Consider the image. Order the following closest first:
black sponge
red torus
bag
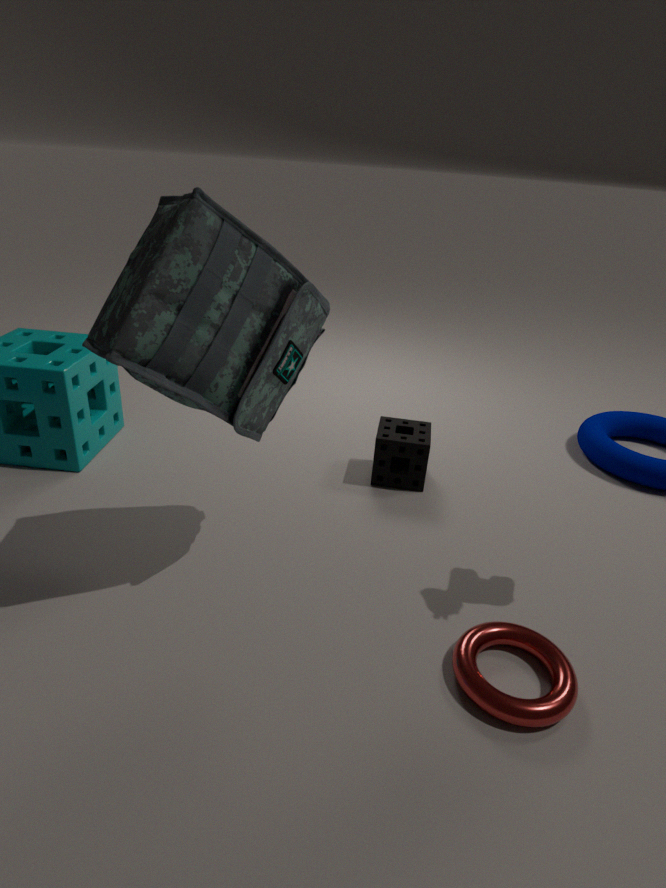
bag
red torus
black sponge
